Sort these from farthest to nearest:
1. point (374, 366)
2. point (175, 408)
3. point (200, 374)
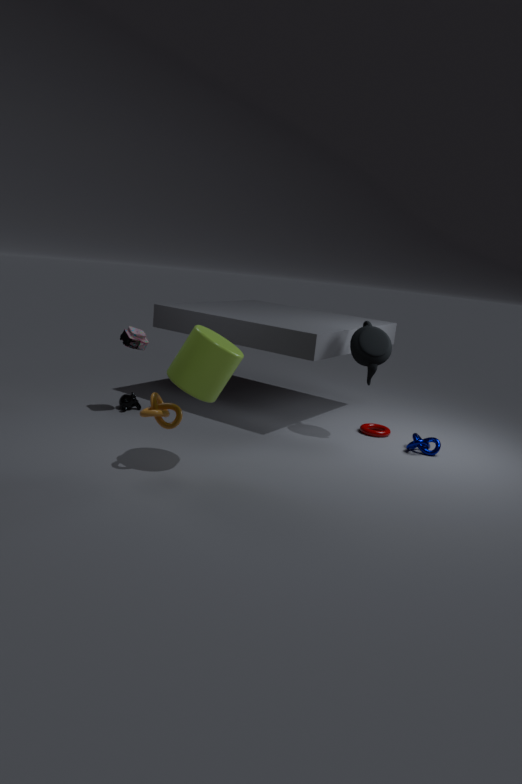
point (374, 366) < point (175, 408) < point (200, 374)
